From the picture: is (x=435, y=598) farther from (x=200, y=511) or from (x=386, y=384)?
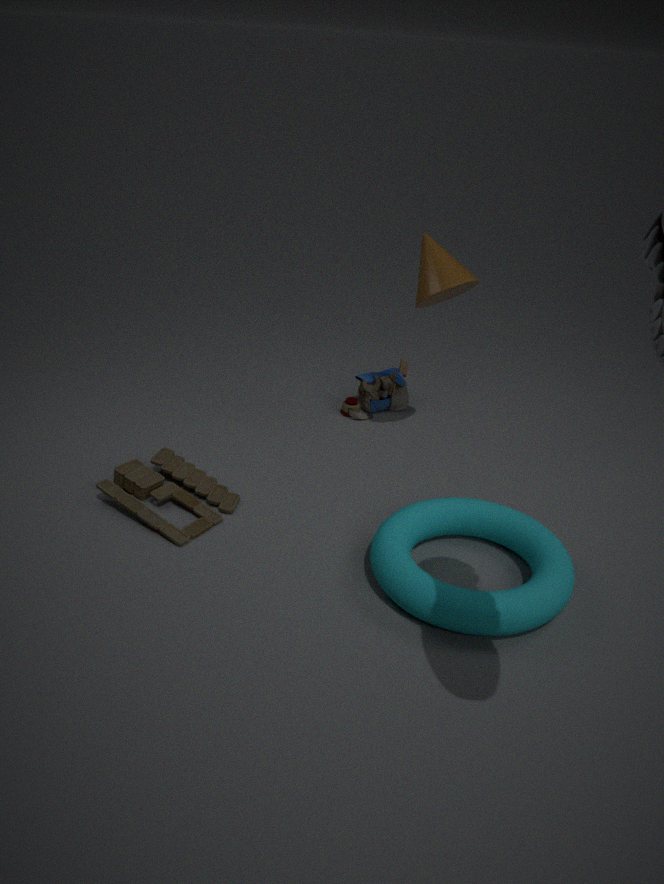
(x=386, y=384)
